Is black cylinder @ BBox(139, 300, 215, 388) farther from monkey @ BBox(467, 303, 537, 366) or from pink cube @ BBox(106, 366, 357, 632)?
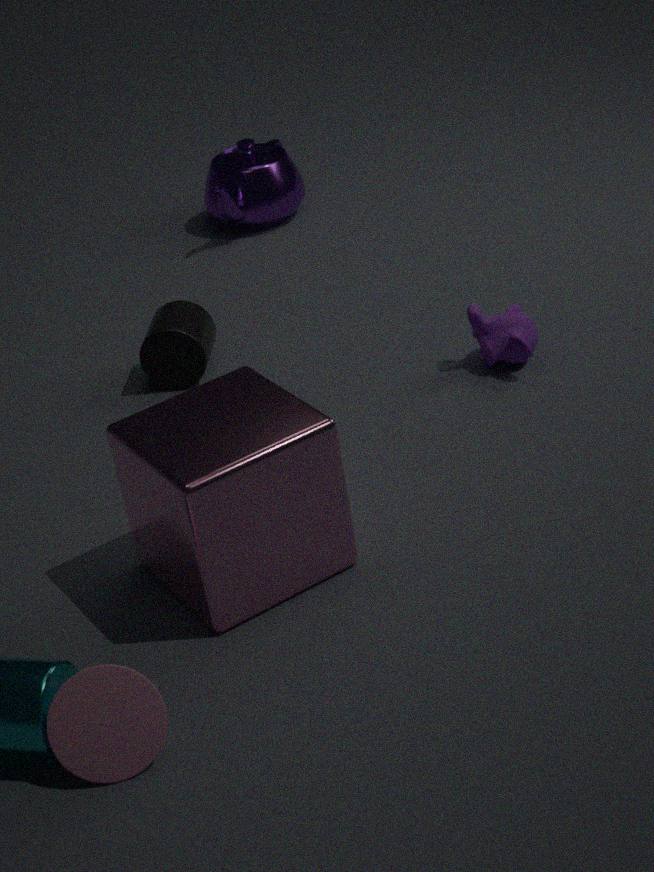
monkey @ BBox(467, 303, 537, 366)
